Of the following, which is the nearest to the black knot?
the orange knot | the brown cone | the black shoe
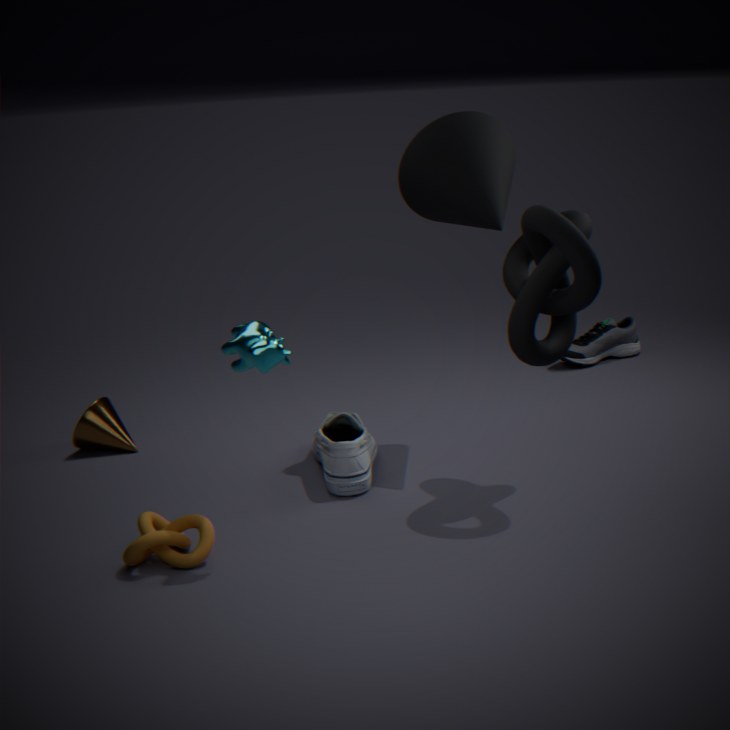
the orange knot
